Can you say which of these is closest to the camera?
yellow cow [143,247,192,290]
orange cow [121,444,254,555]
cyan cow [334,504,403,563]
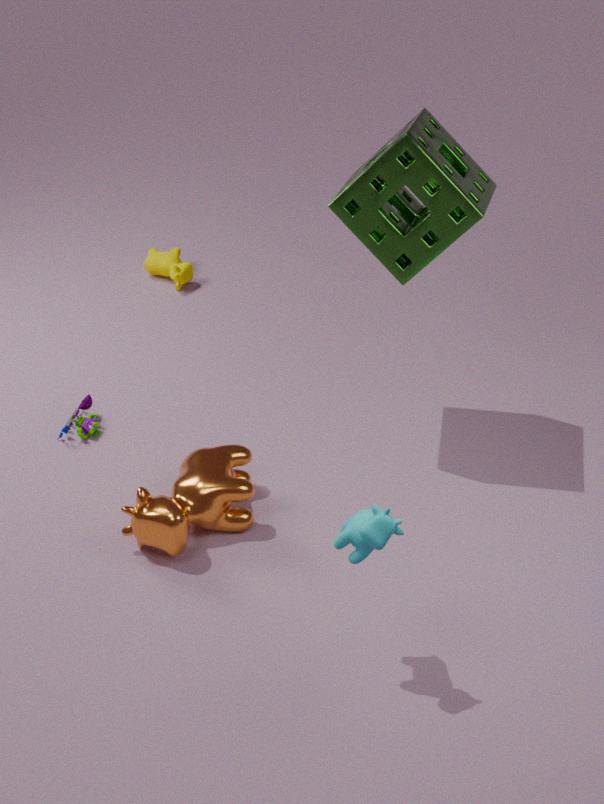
cyan cow [334,504,403,563]
